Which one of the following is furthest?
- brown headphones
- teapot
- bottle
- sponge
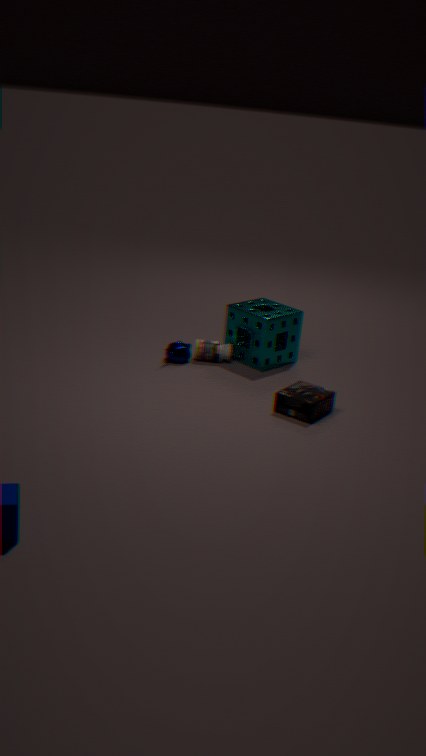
bottle
